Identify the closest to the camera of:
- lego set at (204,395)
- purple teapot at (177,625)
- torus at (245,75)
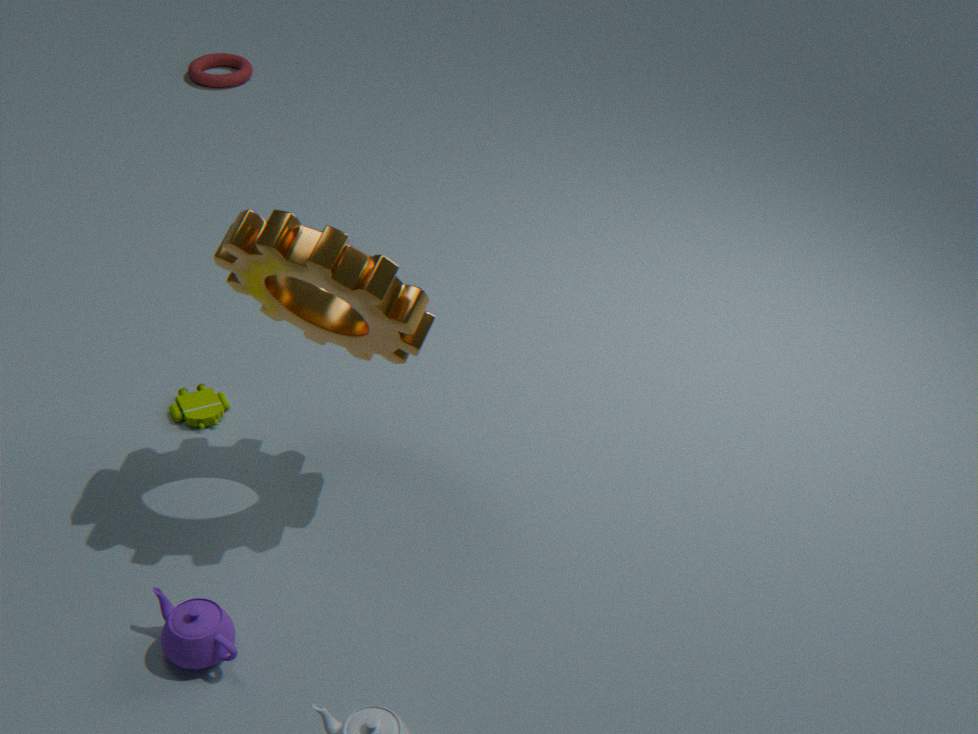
purple teapot at (177,625)
